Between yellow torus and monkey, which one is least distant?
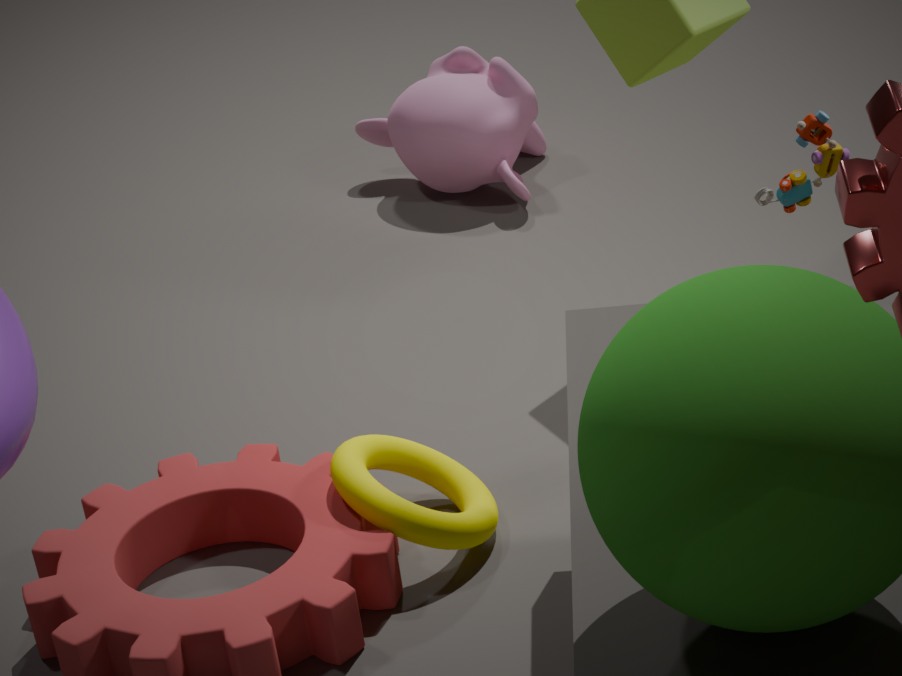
yellow torus
